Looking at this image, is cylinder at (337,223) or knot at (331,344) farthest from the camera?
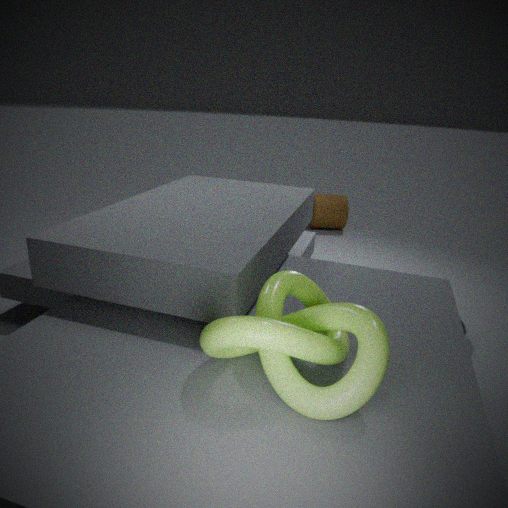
cylinder at (337,223)
